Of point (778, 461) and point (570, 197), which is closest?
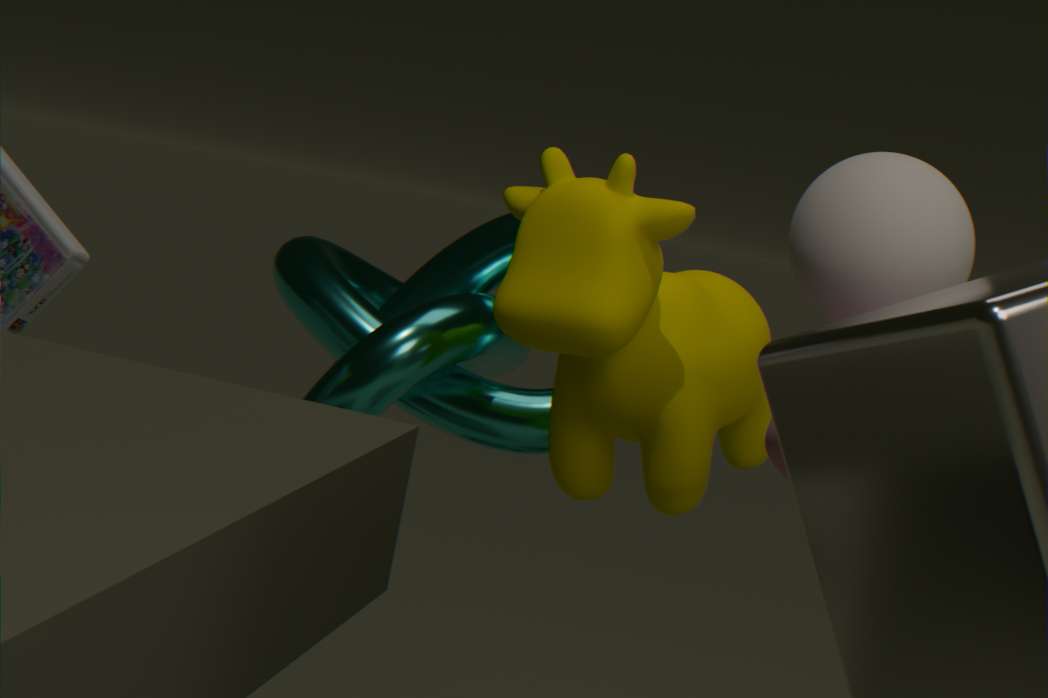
point (778, 461)
